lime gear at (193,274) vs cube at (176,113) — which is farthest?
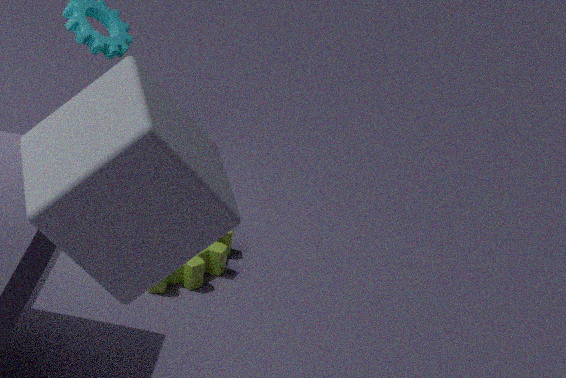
lime gear at (193,274)
